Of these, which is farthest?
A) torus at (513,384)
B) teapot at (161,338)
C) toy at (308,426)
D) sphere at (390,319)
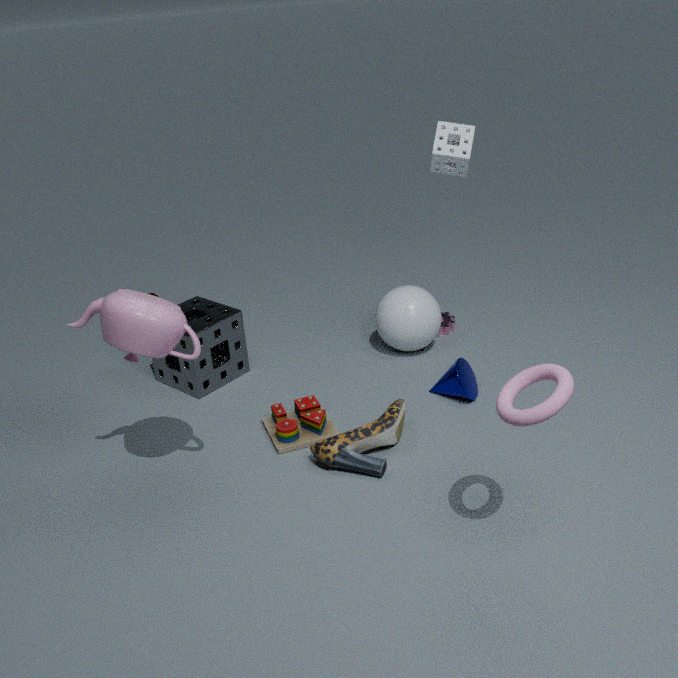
sphere at (390,319)
